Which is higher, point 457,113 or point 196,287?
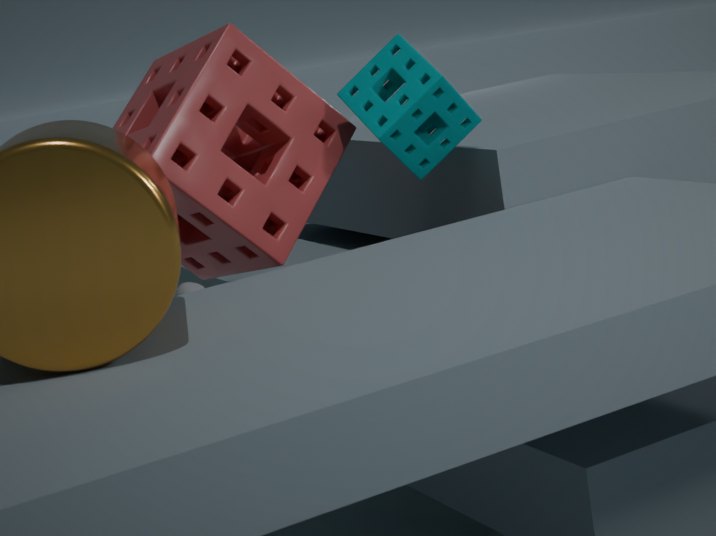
point 457,113
